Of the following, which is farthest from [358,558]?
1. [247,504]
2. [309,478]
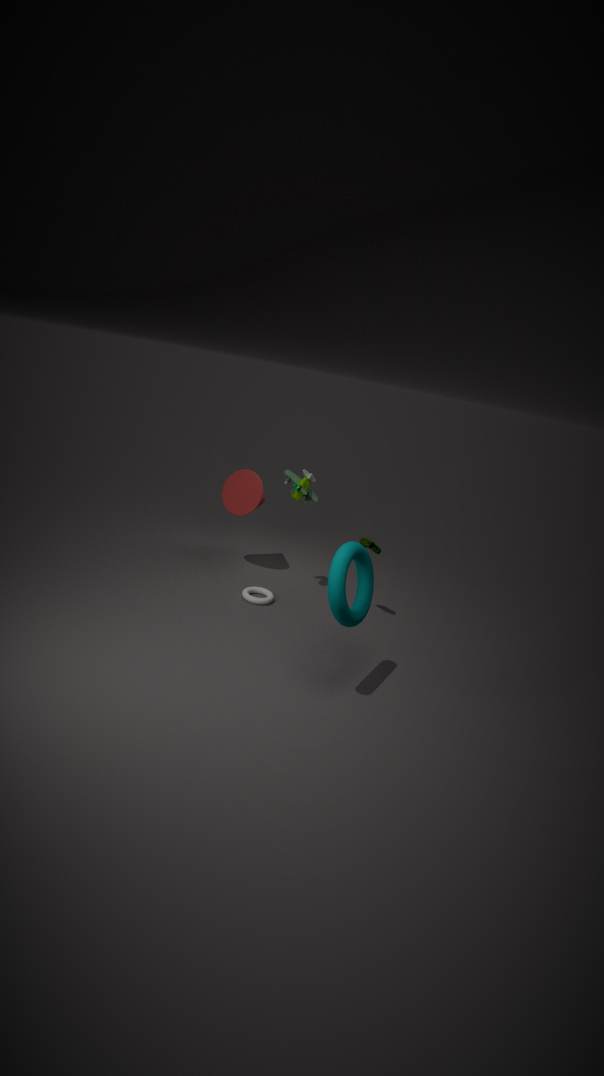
[247,504]
